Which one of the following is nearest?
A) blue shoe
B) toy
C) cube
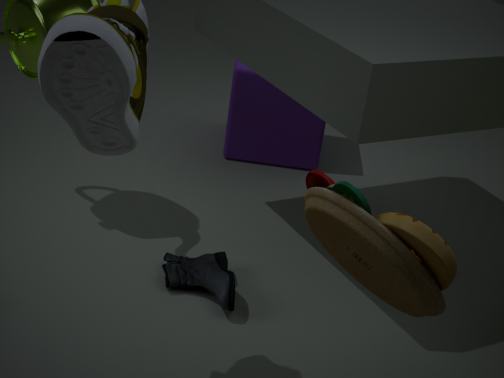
toy
